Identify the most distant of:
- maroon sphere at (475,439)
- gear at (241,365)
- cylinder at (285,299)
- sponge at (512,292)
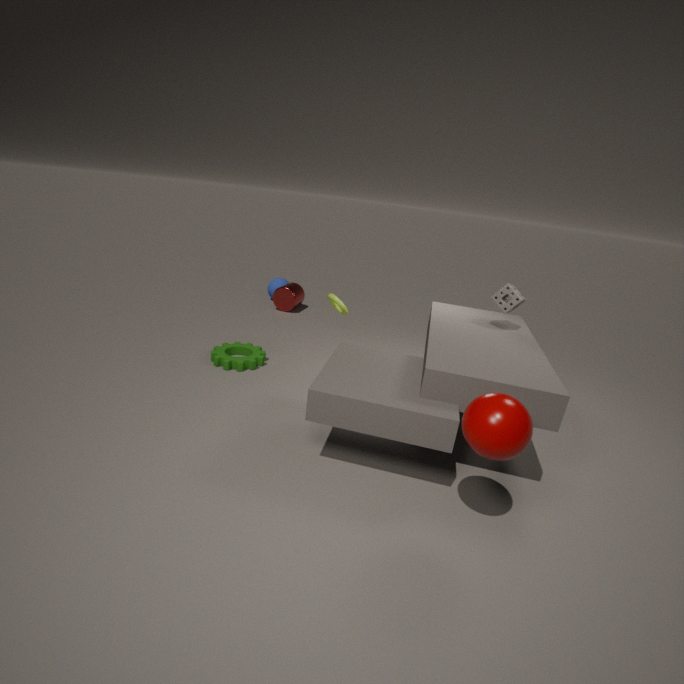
cylinder at (285,299)
